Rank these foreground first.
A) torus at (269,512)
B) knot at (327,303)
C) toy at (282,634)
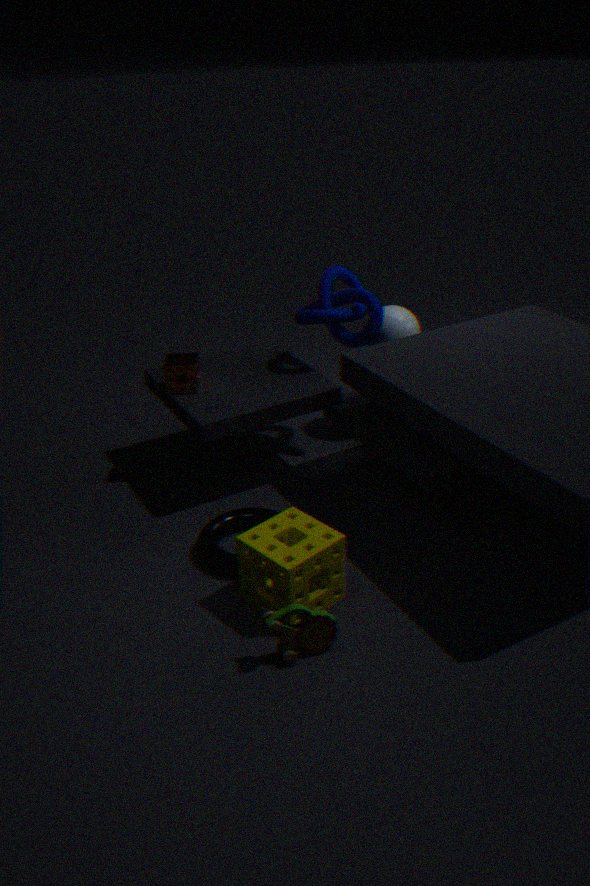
toy at (282,634)
torus at (269,512)
knot at (327,303)
